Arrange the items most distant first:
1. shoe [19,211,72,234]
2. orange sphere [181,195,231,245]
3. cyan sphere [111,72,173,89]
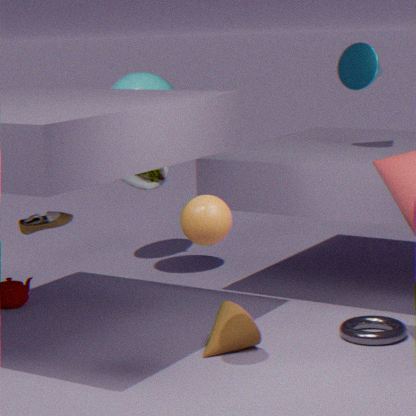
1. cyan sphere [111,72,173,89]
2. shoe [19,211,72,234]
3. orange sphere [181,195,231,245]
